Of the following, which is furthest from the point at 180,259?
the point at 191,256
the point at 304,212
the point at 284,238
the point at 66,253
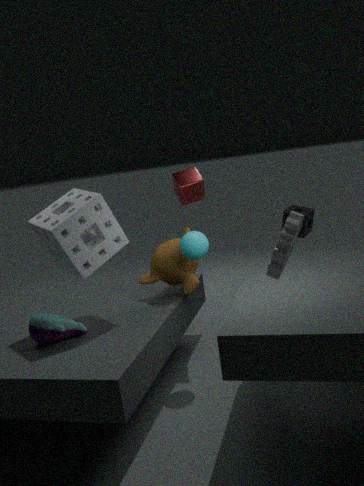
the point at 284,238
